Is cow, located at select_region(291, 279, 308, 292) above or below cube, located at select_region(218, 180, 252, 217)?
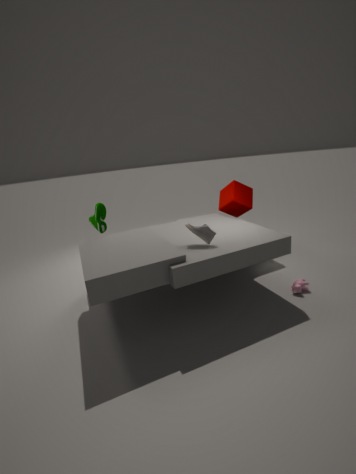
below
